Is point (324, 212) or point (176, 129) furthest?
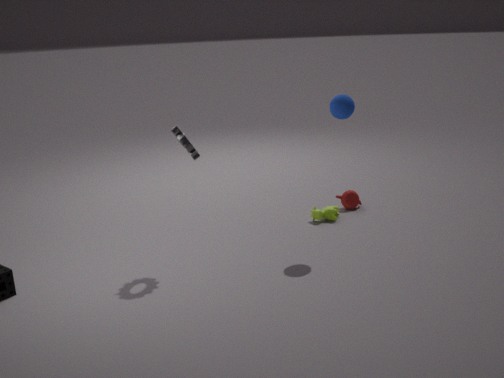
point (324, 212)
